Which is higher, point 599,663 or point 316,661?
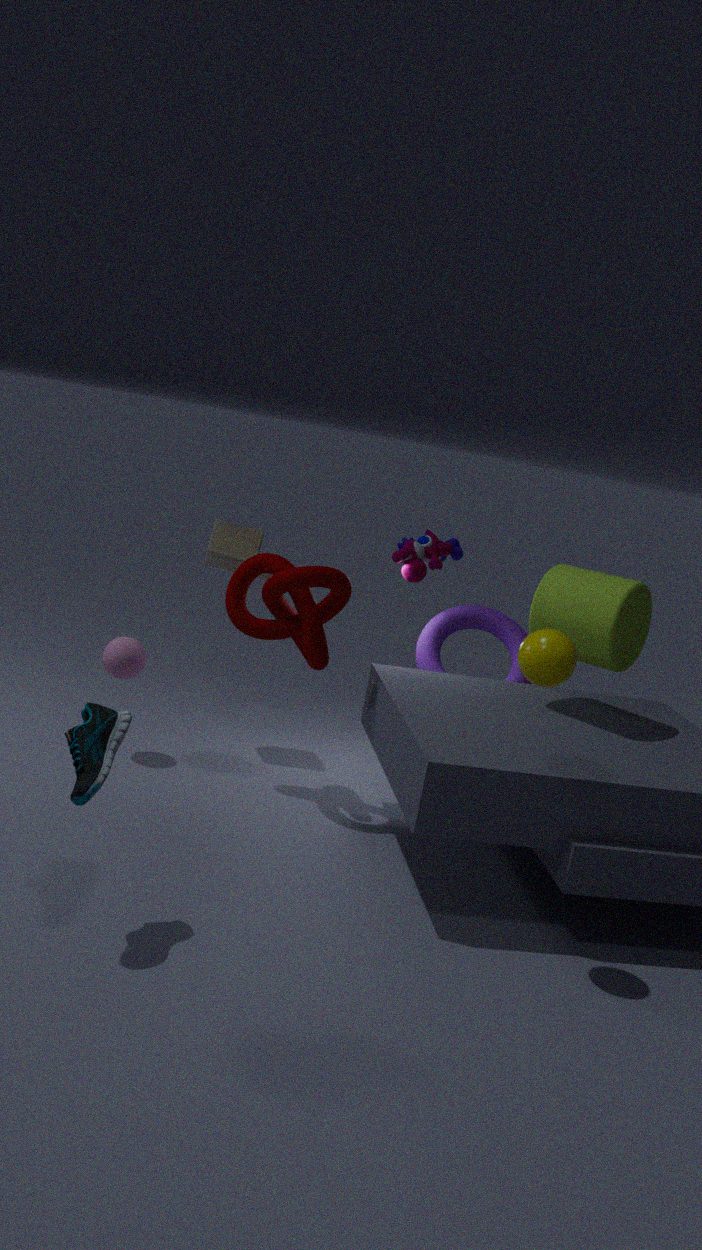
point 599,663
